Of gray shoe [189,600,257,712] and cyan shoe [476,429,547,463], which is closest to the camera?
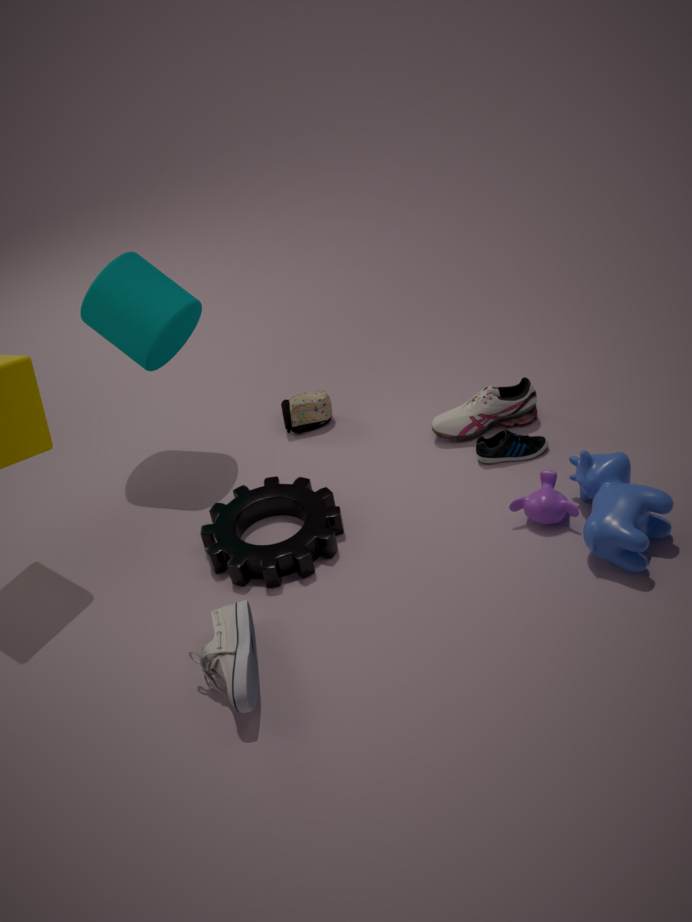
gray shoe [189,600,257,712]
